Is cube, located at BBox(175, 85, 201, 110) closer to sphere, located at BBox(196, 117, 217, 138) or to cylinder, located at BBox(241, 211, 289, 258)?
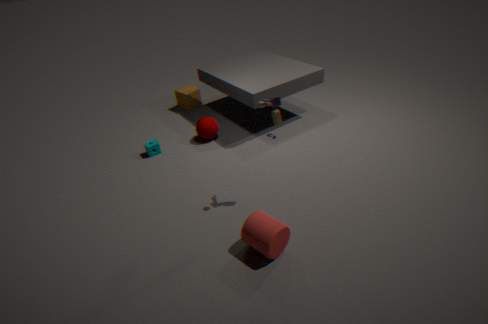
sphere, located at BBox(196, 117, 217, 138)
